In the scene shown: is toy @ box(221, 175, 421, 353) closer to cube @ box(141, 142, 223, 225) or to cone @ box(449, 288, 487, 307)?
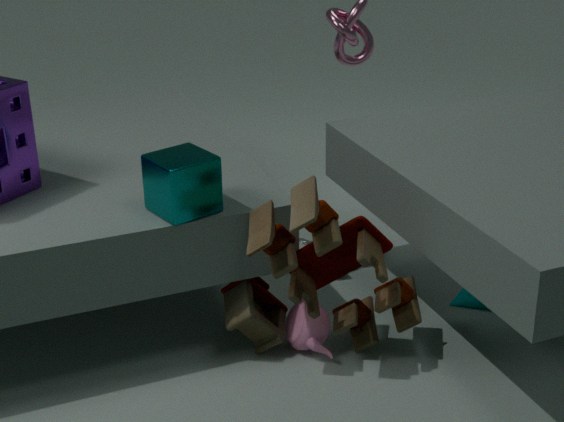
cube @ box(141, 142, 223, 225)
